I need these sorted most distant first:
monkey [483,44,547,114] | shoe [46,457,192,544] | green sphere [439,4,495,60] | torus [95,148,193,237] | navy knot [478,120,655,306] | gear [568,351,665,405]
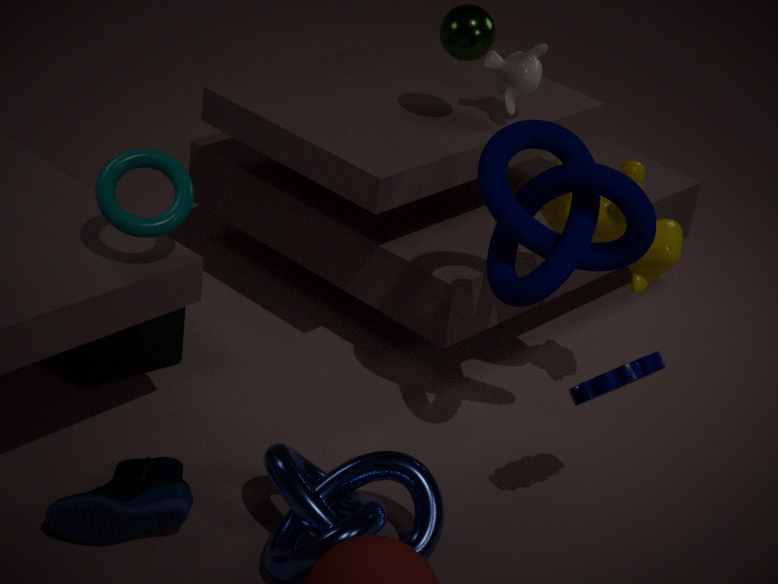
monkey [483,44,547,114], green sphere [439,4,495,60], navy knot [478,120,655,306], torus [95,148,193,237], shoe [46,457,192,544], gear [568,351,665,405]
